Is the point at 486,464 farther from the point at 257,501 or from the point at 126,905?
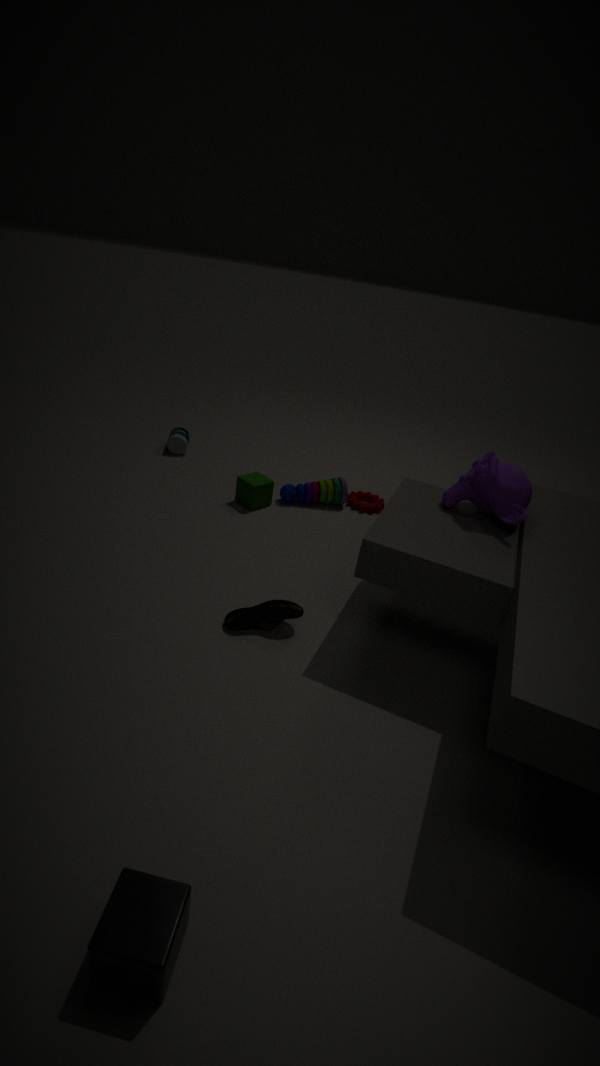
the point at 126,905
